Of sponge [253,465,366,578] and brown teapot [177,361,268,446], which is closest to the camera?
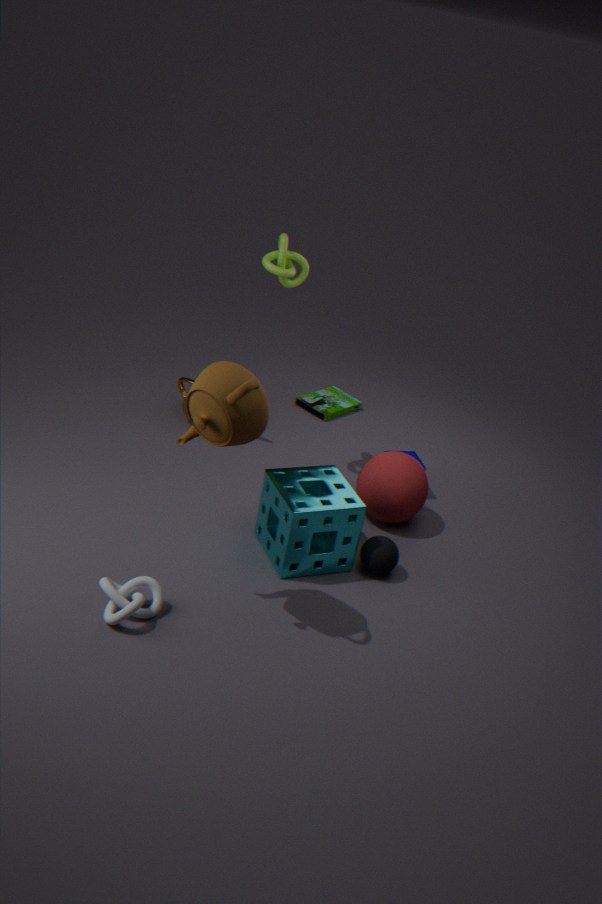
brown teapot [177,361,268,446]
